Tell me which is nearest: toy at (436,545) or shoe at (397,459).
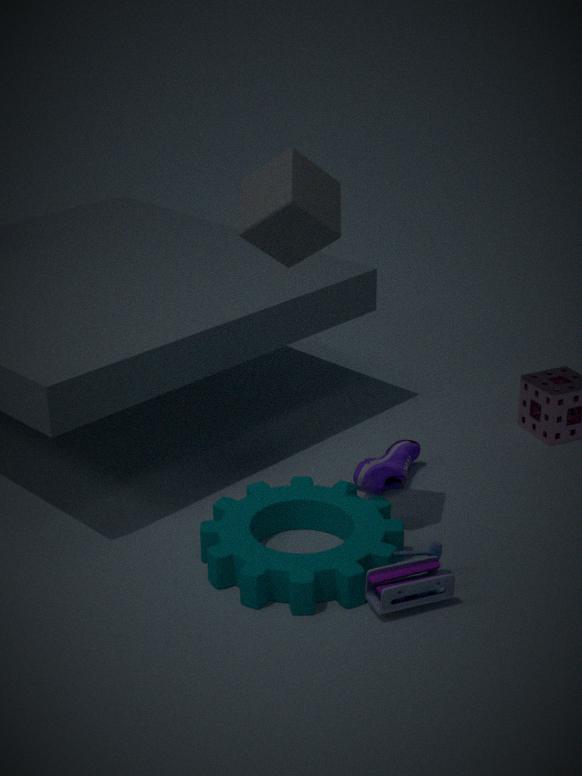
toy at (436,545)
